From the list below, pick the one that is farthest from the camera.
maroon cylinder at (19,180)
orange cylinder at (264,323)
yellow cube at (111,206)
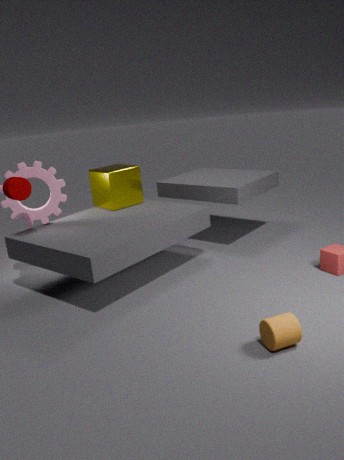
yellow cube at (111,206)
